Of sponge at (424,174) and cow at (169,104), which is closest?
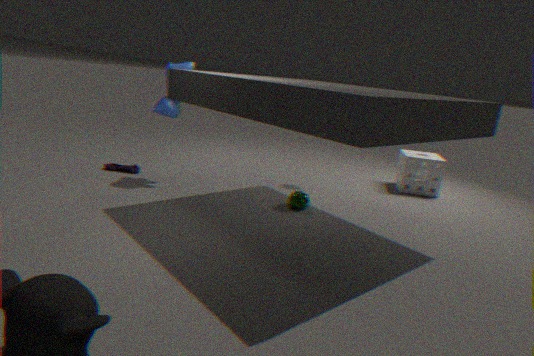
cow at (169,104)
